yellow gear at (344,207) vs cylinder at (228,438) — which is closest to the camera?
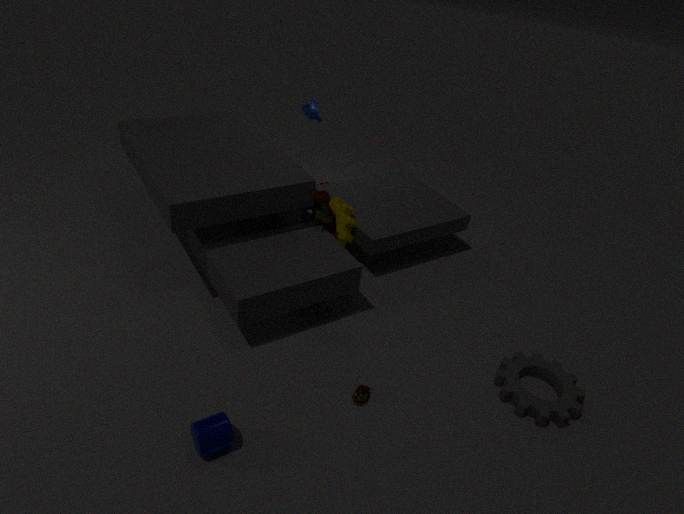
cylinder at (228,438)
